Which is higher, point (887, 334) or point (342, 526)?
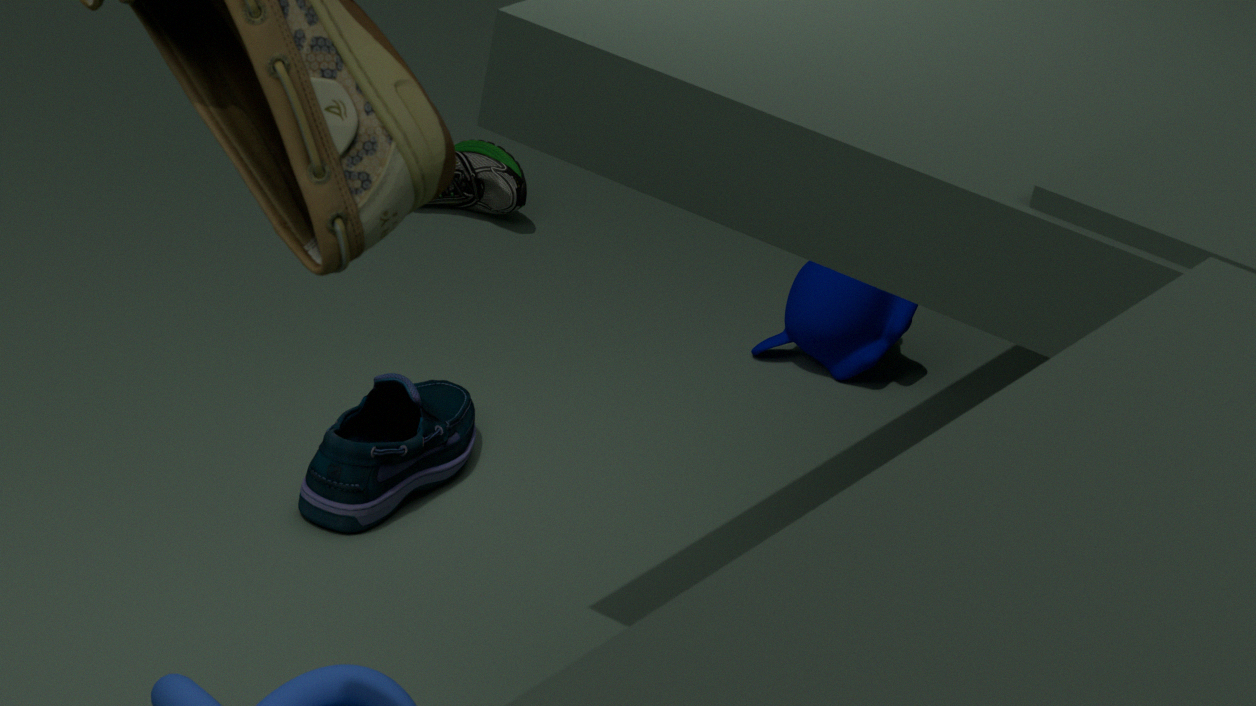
point (887, 334)
